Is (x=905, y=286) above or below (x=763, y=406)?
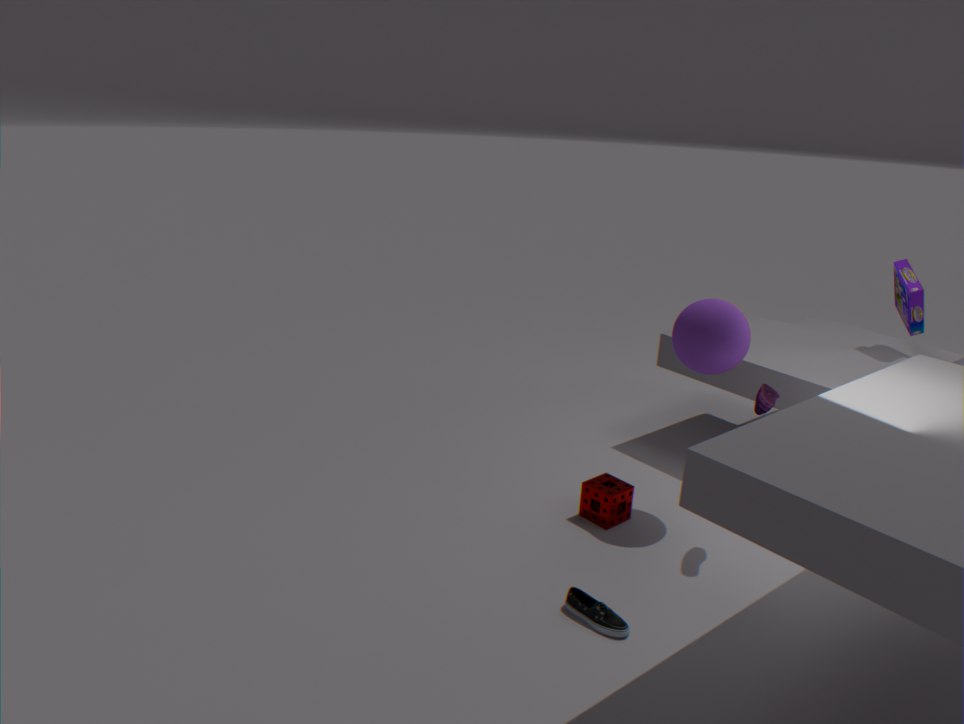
above
